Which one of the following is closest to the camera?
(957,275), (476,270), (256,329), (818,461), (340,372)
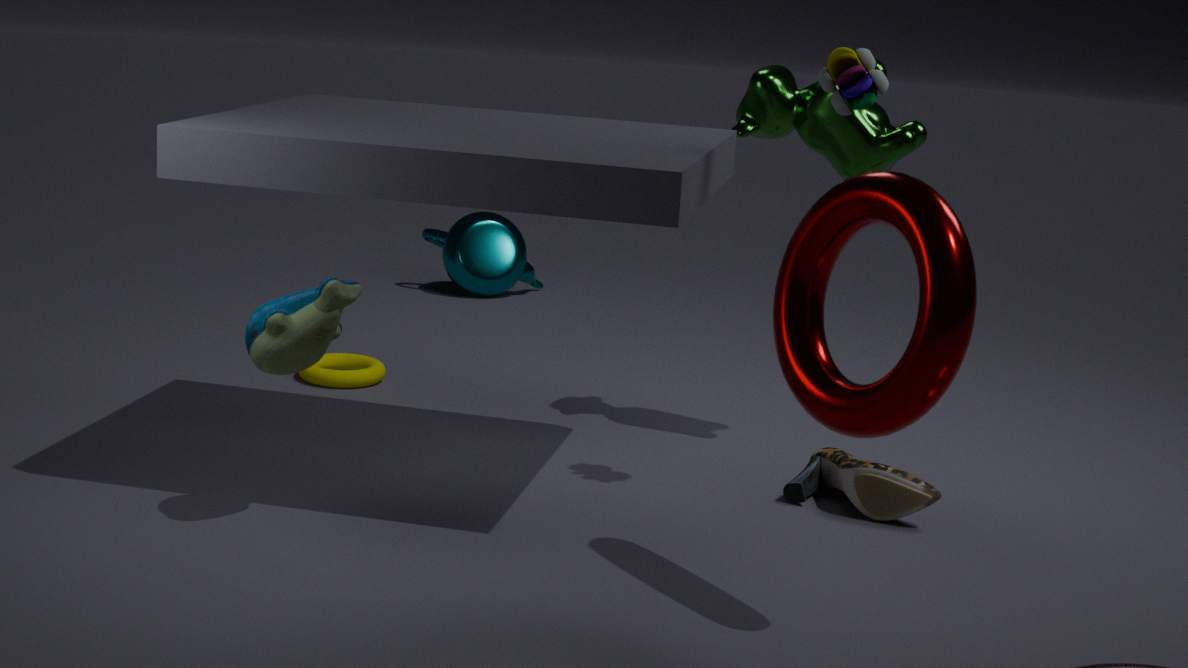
(957,275)
